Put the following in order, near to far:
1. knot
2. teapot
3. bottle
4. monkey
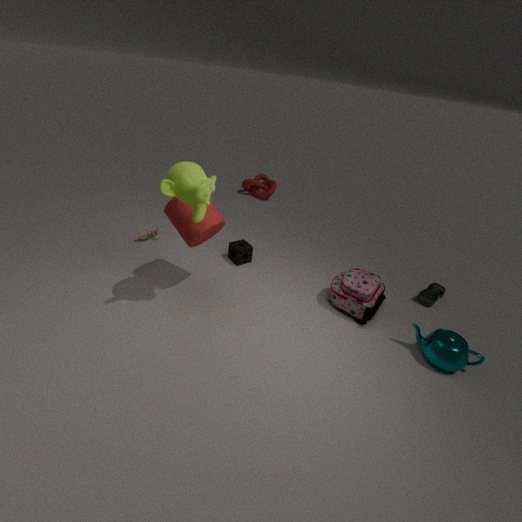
monkey < teapot < bottle < knot
